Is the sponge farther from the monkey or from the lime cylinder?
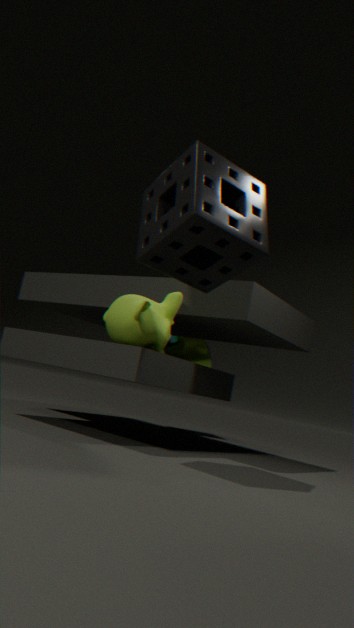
the lime cylinder
